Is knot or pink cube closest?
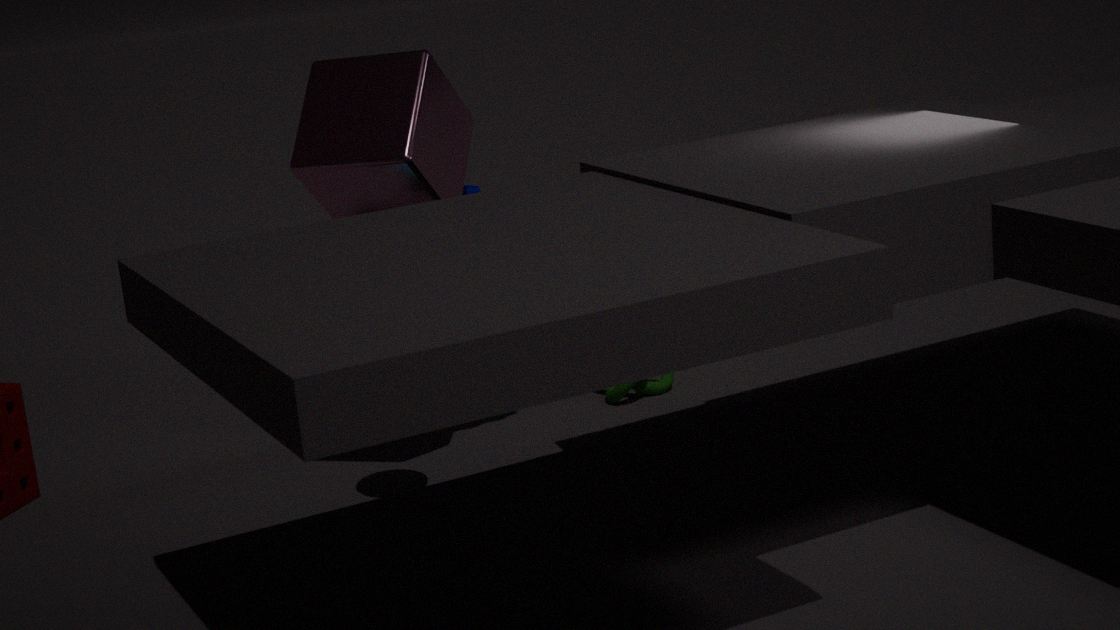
pink cube
